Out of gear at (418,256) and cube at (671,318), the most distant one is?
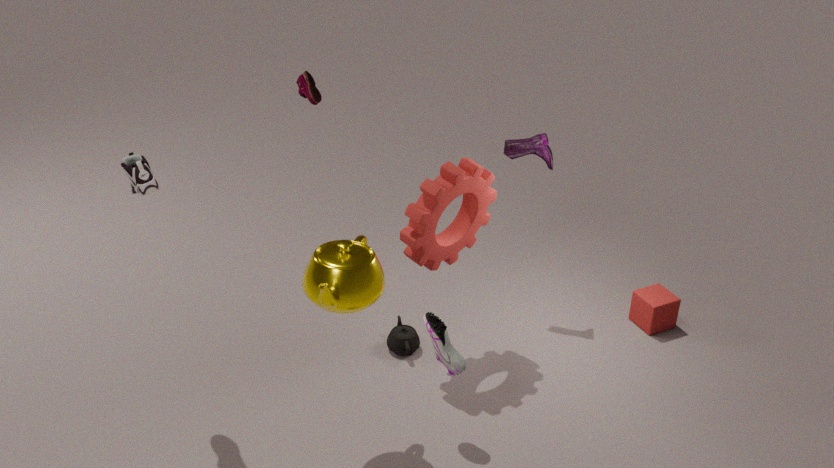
cube at (671,318)
